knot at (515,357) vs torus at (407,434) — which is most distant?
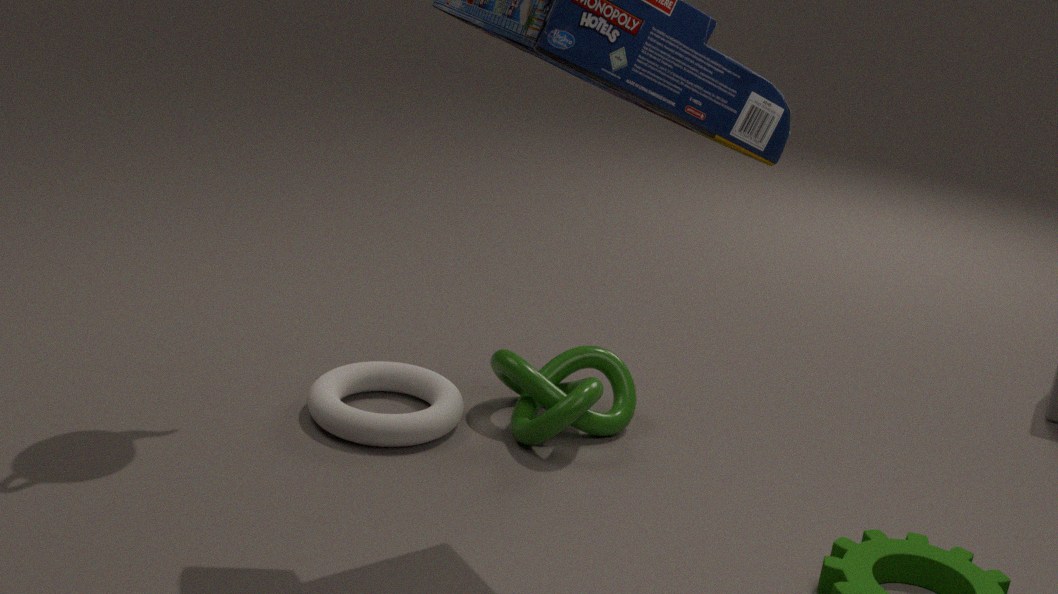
knot at (515,357)
